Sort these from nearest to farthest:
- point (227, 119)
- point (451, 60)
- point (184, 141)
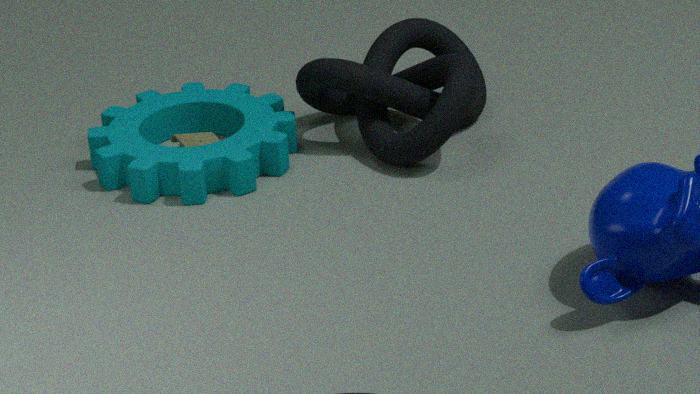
point (451, 60) → point (184, 141) → point (227, 119)
